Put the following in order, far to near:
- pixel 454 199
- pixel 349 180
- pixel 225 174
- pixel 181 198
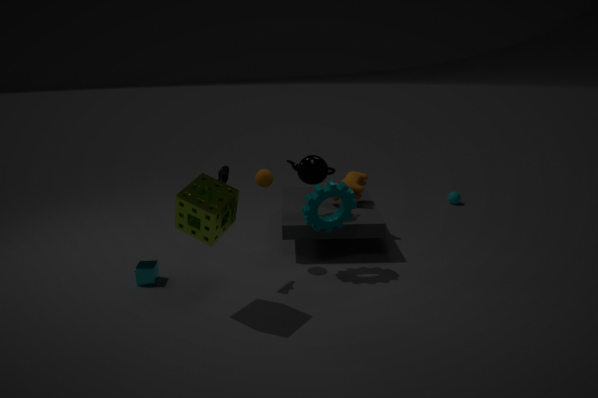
pixel 454 199, pixel 349 180, pixel 225 174, pixel 181 198
